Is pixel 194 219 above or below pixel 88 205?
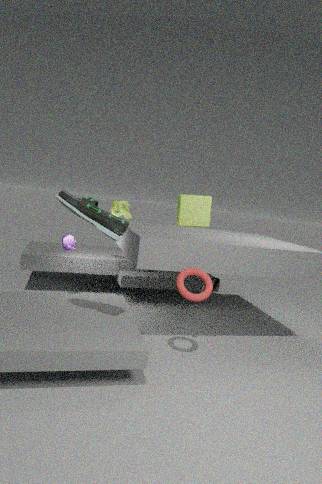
above
